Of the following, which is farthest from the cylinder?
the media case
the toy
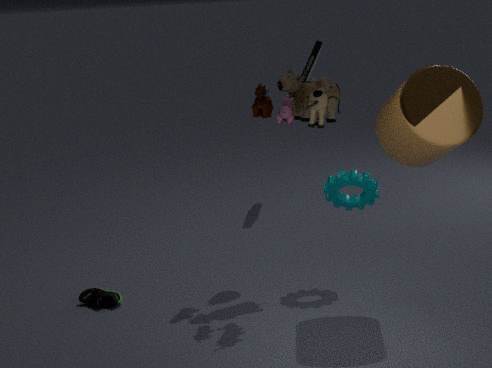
the media case
